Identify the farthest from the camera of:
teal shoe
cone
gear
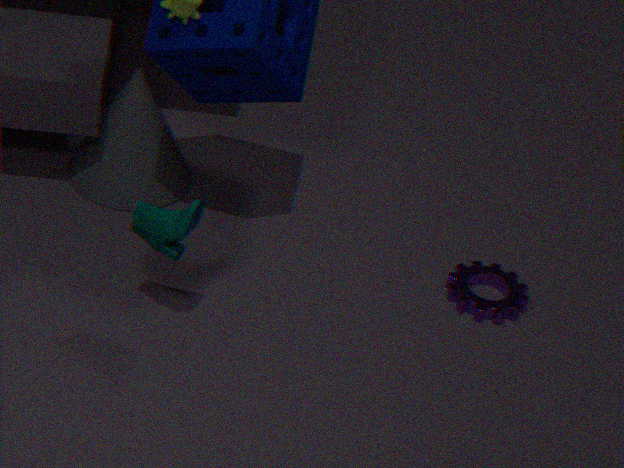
cone
